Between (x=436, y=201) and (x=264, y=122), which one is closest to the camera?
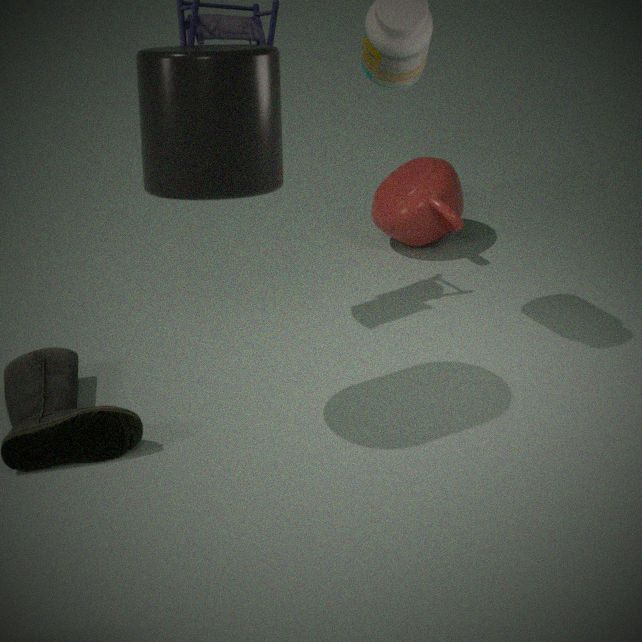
(x=264, y=122)
